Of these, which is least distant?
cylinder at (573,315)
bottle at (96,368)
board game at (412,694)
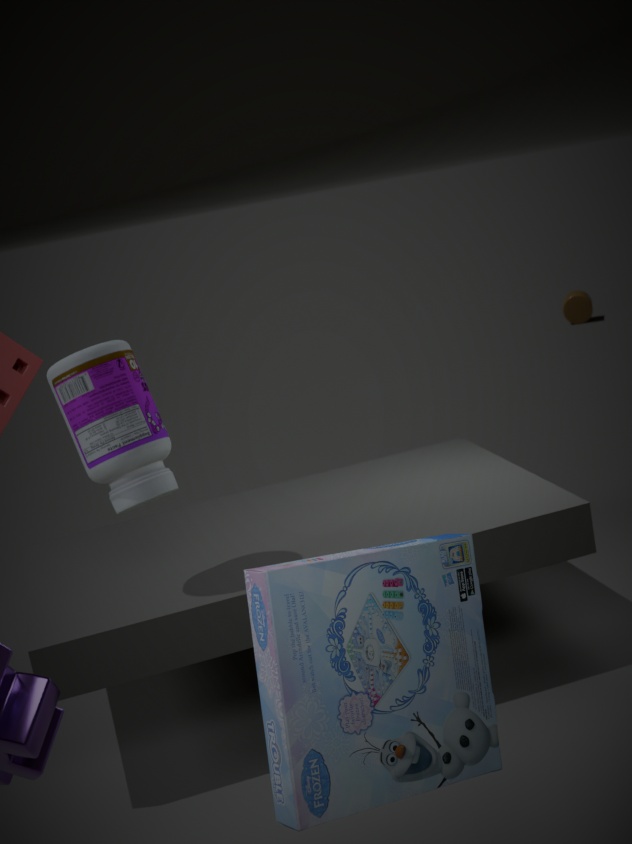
board game at (412,694)
